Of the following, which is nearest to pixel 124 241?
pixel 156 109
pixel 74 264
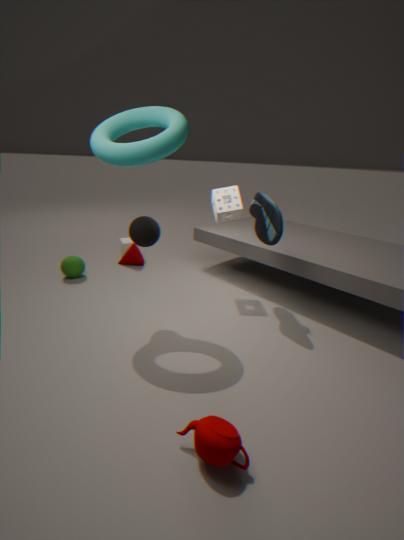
pixel 74 264
